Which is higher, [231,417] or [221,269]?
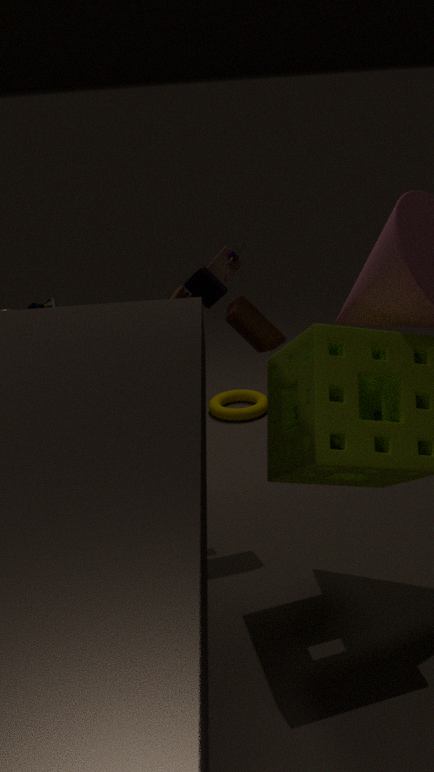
[221,269]
